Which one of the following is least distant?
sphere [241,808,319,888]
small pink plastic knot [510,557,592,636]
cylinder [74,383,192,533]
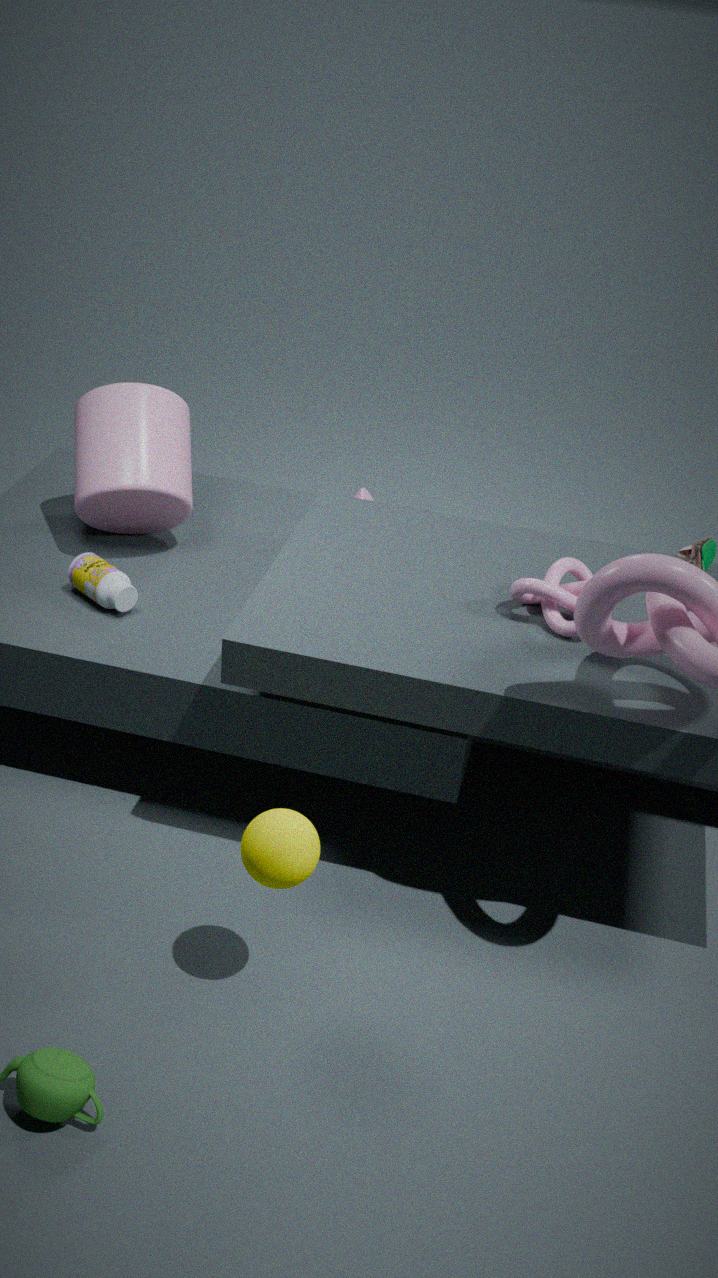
sphere [241,808,319,888]
